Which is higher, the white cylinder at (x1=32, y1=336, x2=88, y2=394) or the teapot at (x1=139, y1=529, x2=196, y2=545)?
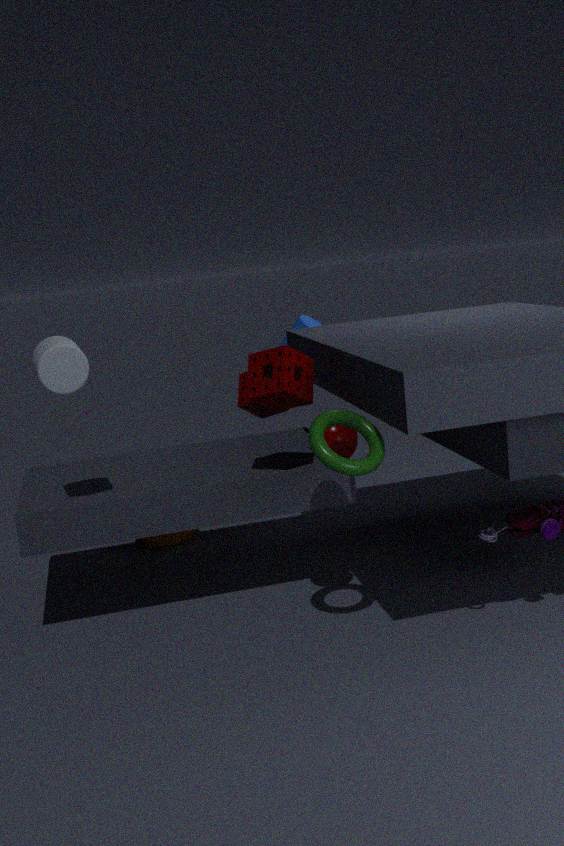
the white cylinder at (x1=32, y1=336, x2=88, y2=394)
